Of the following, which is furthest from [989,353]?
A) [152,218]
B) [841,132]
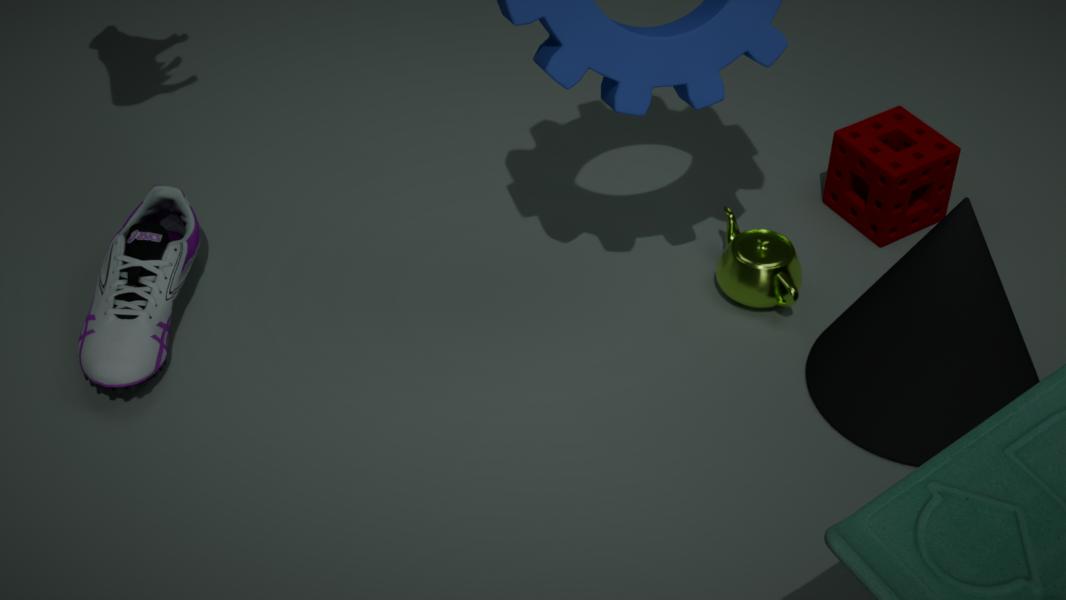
[152,218]
